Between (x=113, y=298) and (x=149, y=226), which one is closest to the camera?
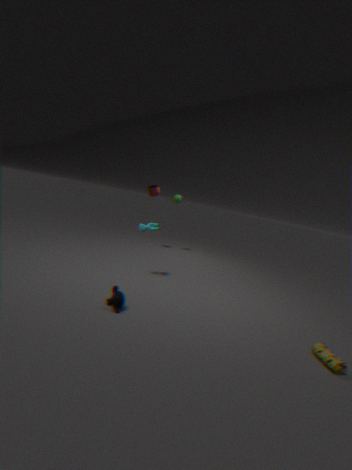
(x=113, y=298)
